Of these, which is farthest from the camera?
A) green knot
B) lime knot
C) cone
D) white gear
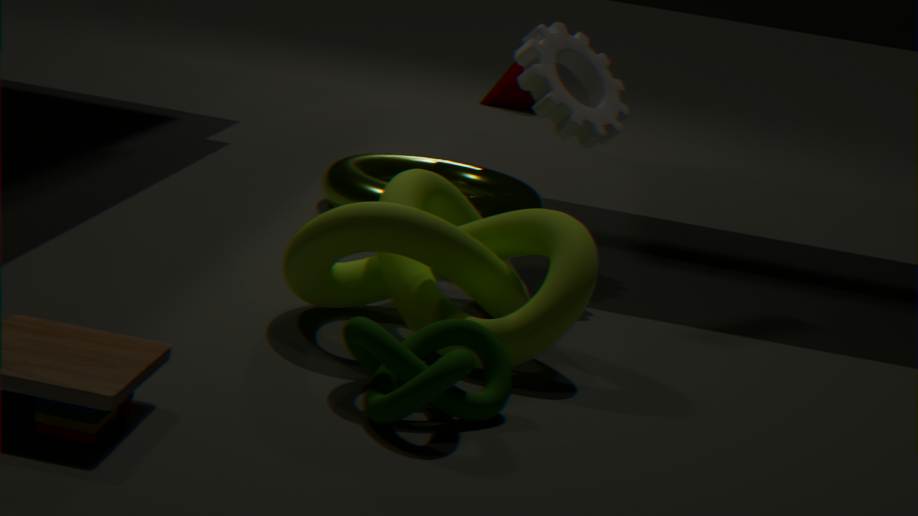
cone
